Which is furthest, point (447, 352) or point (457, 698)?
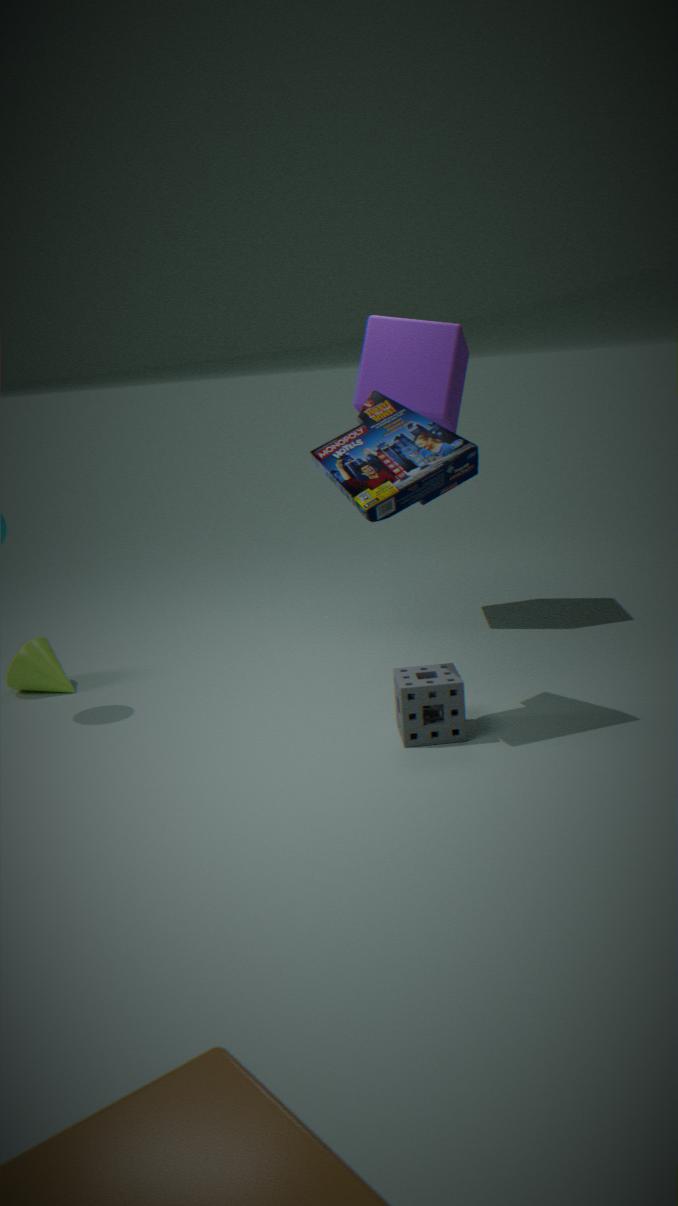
point (447, 352)
